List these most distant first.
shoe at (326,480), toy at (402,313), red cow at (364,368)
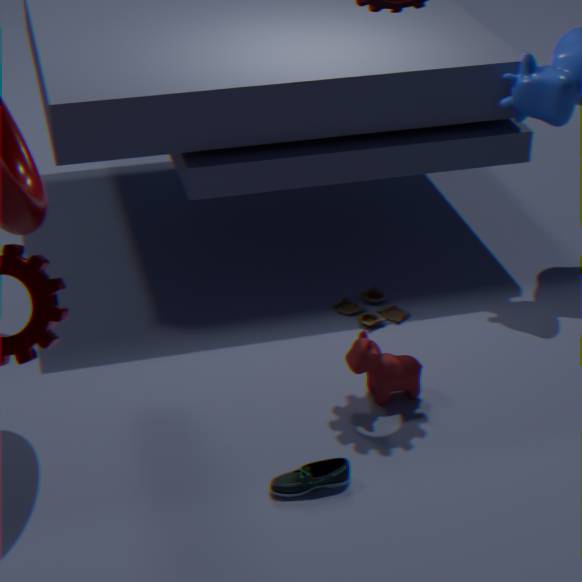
1. toy at (402,313)
2. red cow at (364,368)
3. shoe at (326,480)
